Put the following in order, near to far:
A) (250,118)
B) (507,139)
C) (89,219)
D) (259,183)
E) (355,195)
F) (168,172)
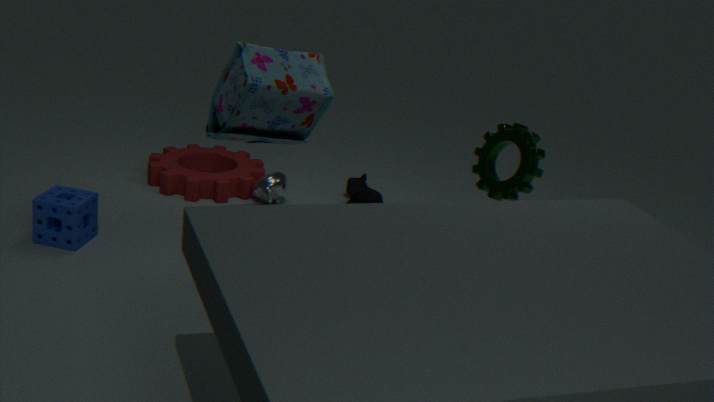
(507,139)
(250,118)
(89,219)
(259,183)
(168,172)
(355,195)
